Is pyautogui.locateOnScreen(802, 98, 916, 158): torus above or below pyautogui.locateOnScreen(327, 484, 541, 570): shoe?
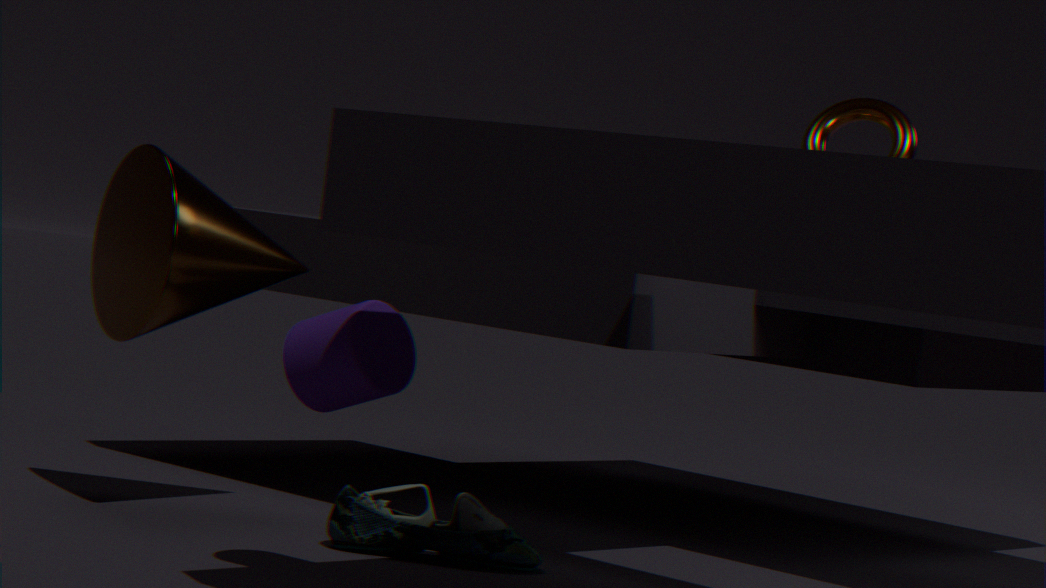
above
